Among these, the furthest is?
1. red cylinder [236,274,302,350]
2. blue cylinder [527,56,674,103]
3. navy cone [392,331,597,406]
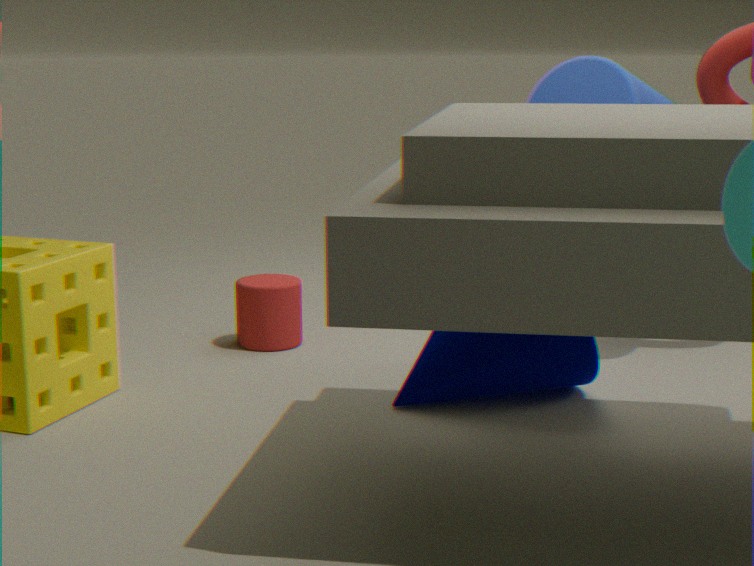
red cylinder [236,274,302,350]
